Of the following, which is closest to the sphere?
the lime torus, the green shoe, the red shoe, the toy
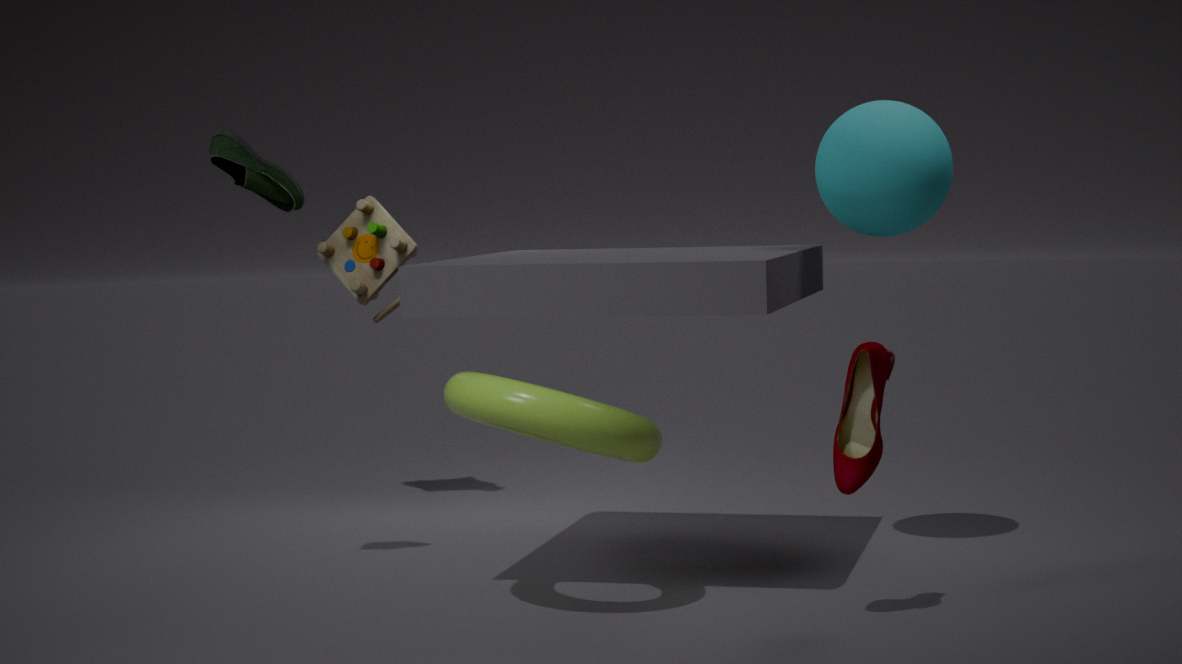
the red shoe
